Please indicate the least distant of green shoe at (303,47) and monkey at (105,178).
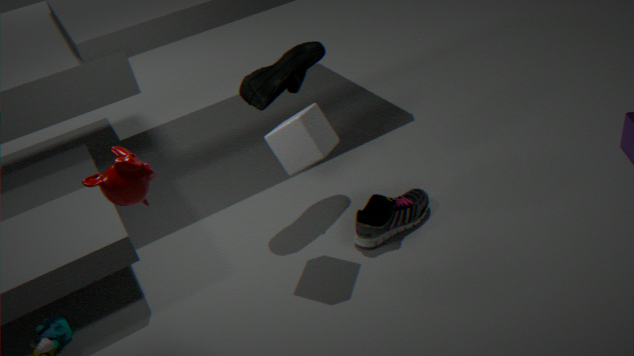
monkey at (105,178)
